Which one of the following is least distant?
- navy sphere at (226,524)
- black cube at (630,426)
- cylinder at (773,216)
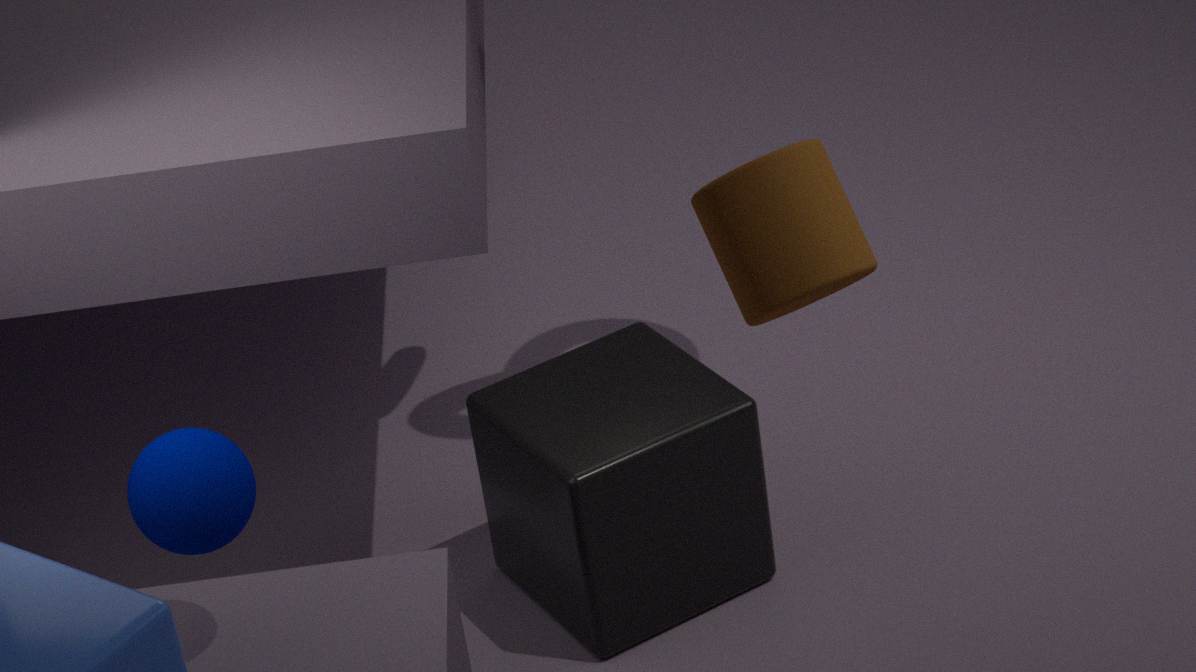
cylinder at (773,216)
